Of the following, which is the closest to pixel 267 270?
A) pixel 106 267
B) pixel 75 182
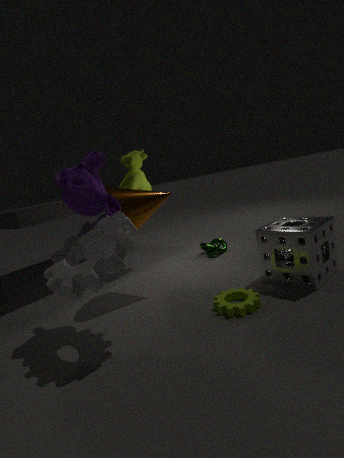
pixel 106 267
